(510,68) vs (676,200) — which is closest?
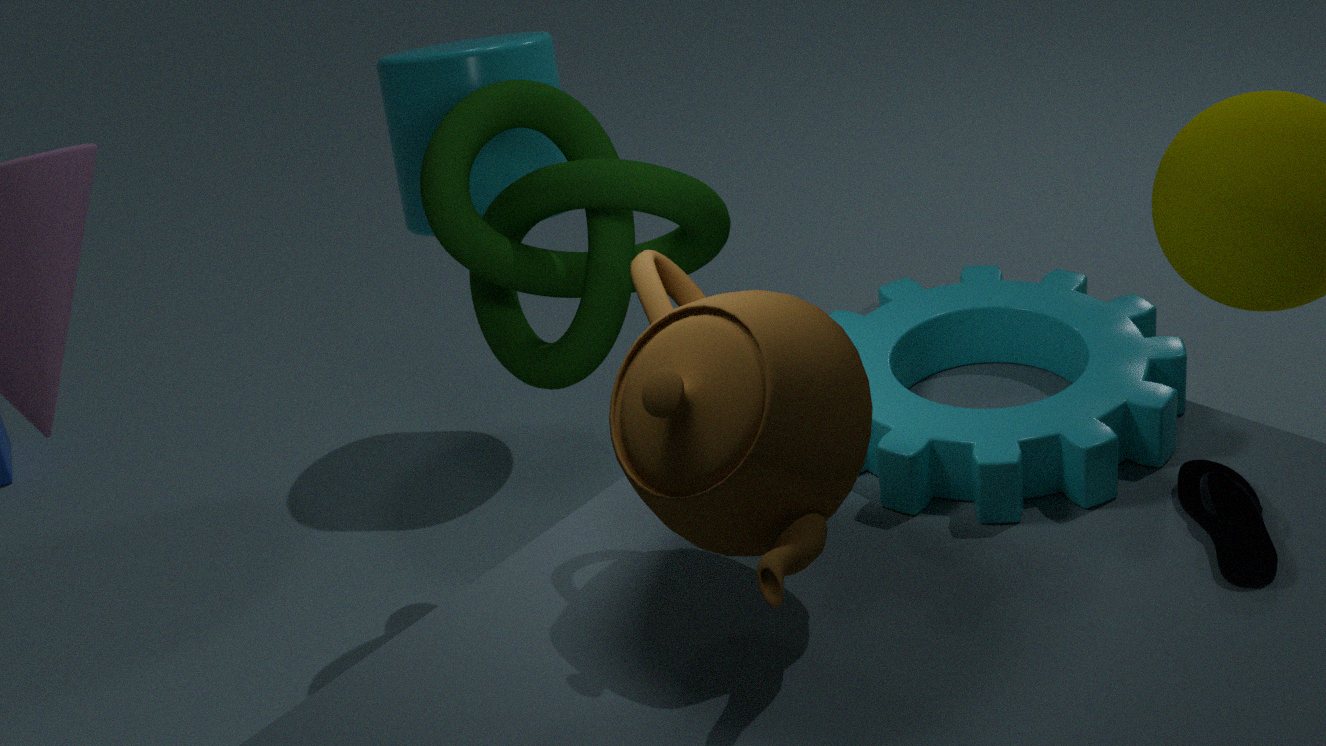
(676,200)
